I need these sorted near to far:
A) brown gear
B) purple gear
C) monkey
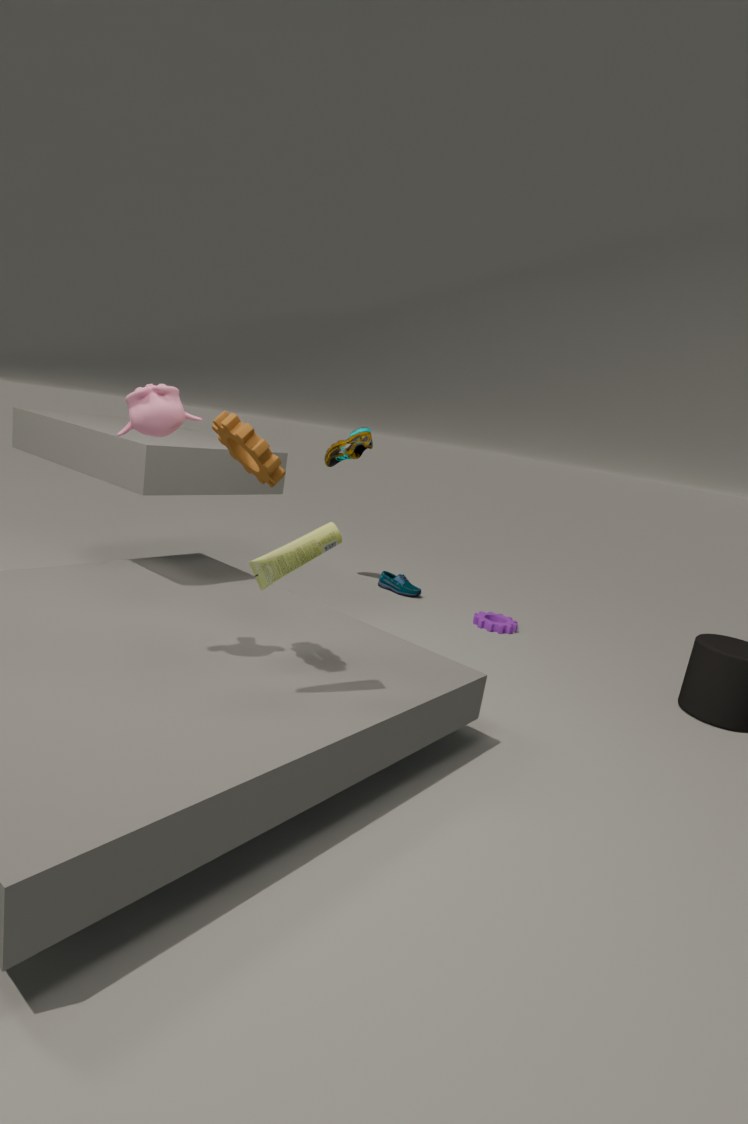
1. monkey
2. brown gear
3. purple gear
